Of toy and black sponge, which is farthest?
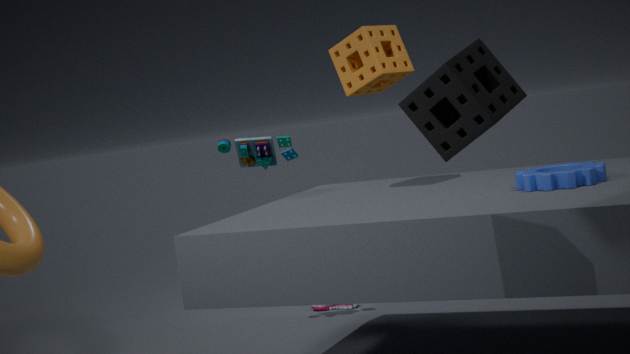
toy
